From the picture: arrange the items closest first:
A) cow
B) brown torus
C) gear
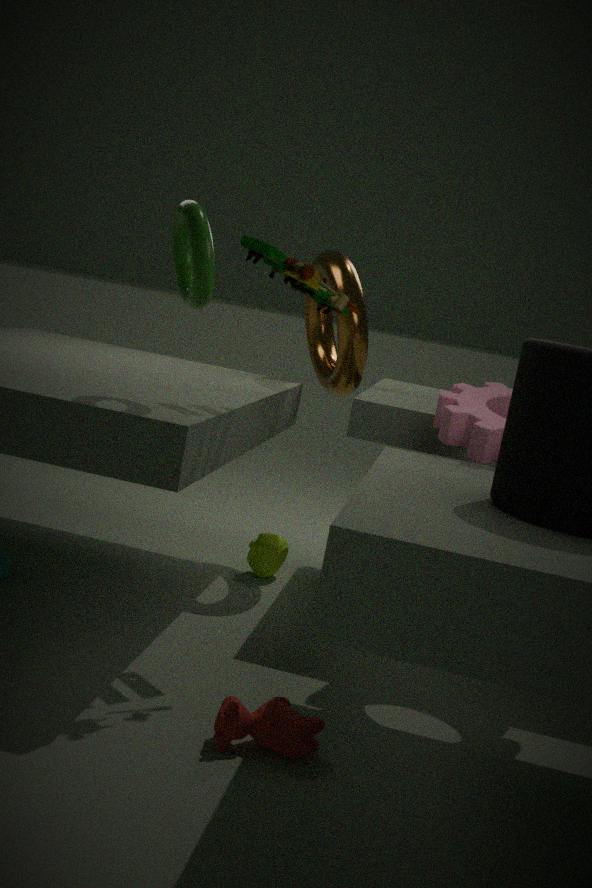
cow
gear
brown torus
